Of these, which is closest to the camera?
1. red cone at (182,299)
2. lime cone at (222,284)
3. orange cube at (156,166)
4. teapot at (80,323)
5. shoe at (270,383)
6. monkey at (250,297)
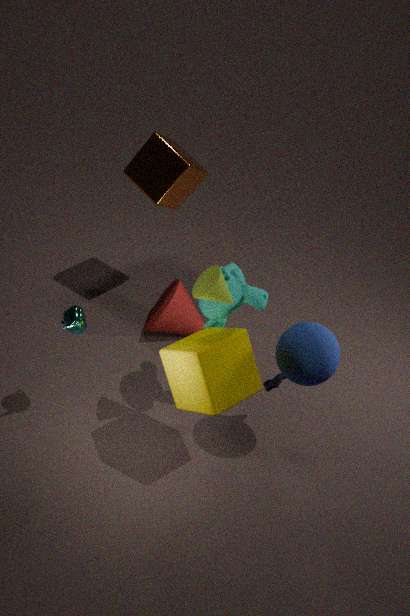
lime cone at (222,284)
